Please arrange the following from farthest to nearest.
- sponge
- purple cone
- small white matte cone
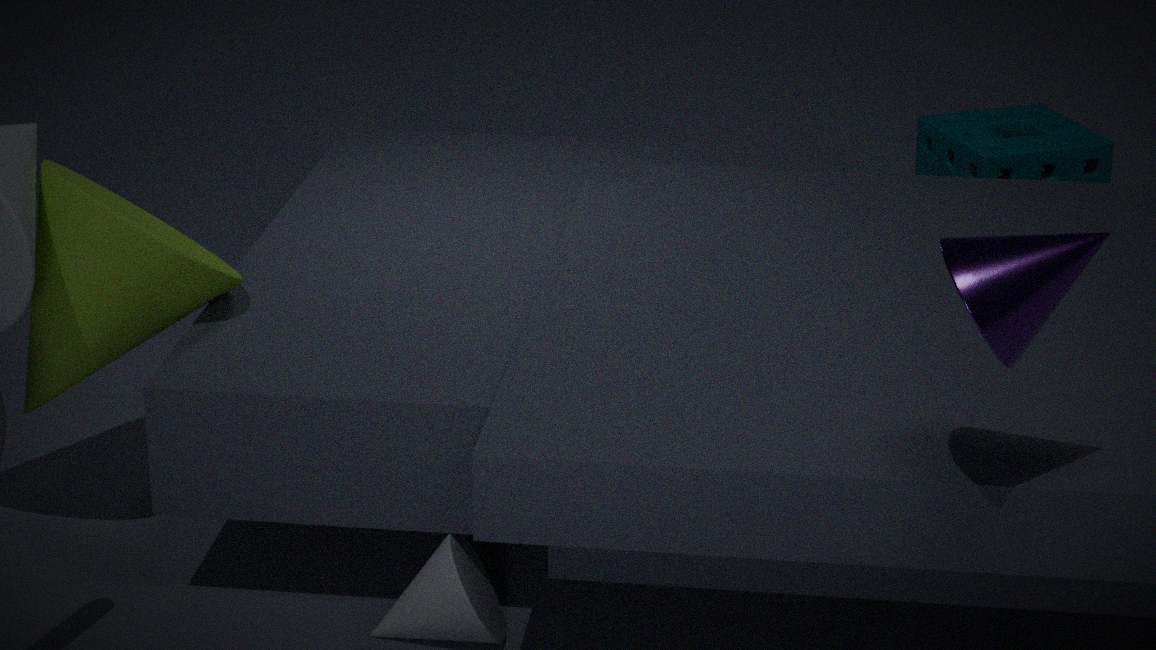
sponge, small white matte cone, purple cone
